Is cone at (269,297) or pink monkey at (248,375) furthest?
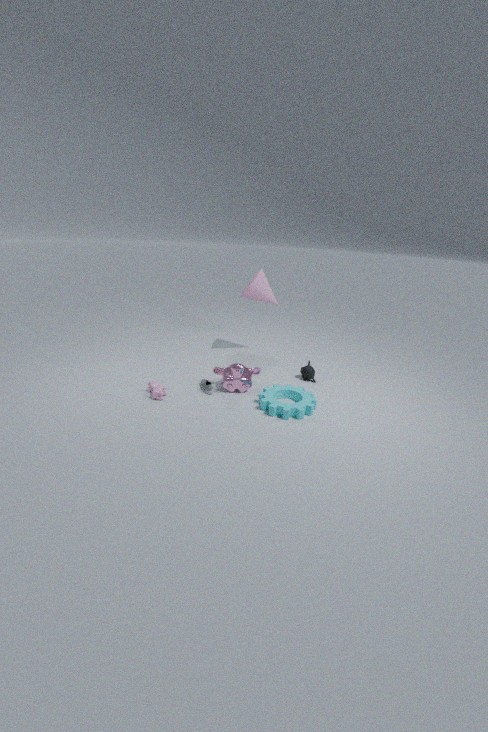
cone at (269,297)
